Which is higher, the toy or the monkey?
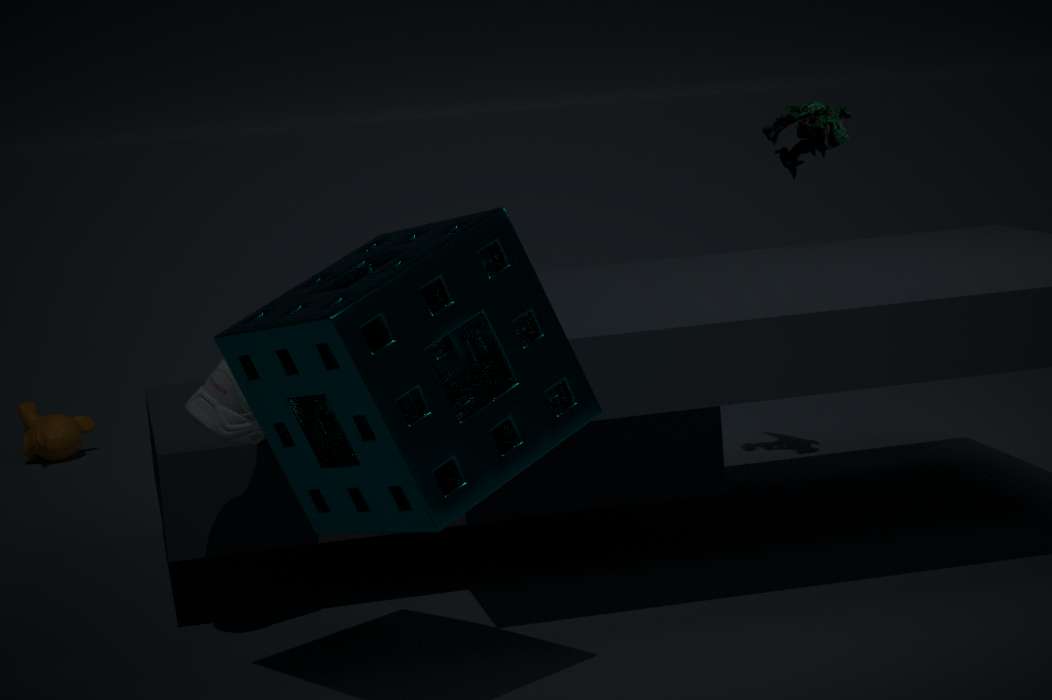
the toy
